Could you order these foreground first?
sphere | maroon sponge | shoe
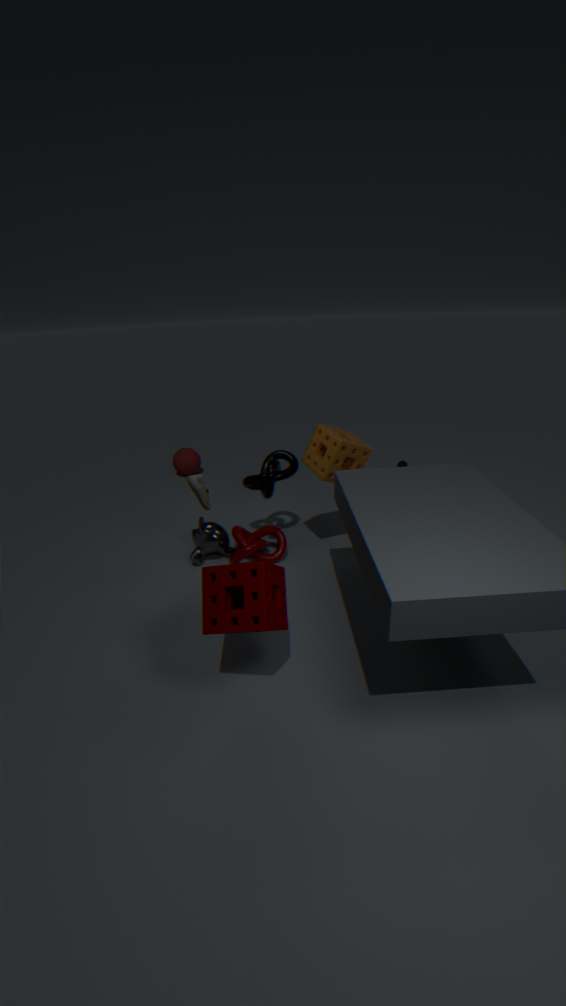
maroon sponge
shoe
sphere
